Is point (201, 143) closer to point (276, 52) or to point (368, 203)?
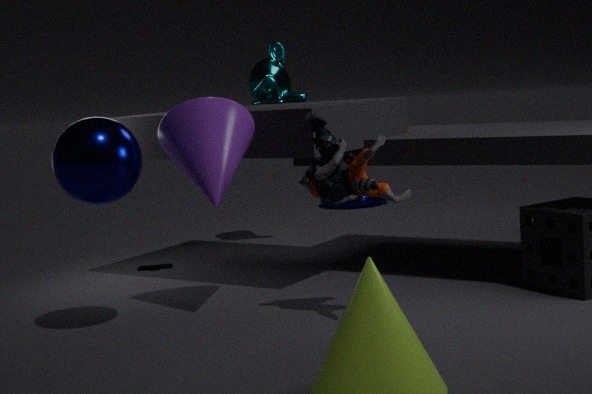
point (276, 52)
